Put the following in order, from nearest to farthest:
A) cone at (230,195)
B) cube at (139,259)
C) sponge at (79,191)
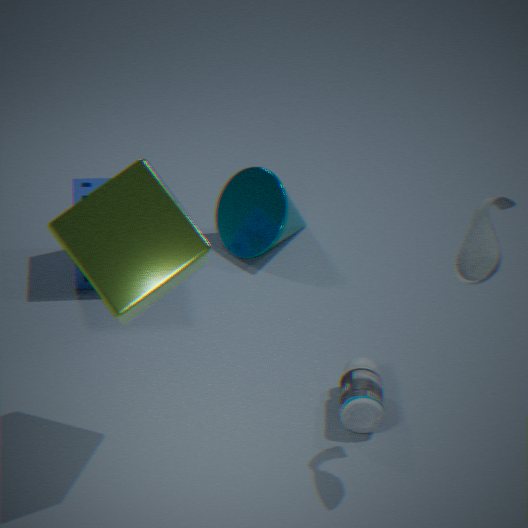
cube at (139,259), sponge at (79,191), cone at (230,195)
